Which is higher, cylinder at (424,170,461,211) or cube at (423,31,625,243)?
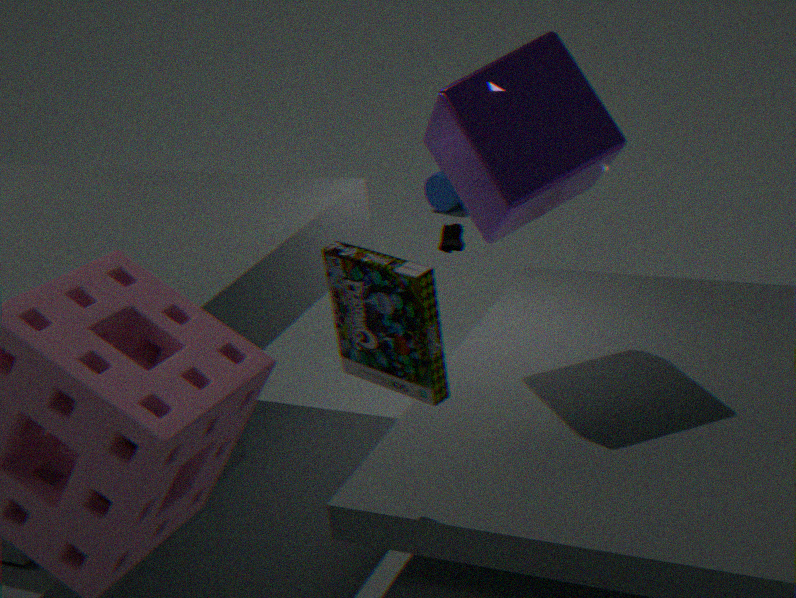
cube at (423,31,625,243)
